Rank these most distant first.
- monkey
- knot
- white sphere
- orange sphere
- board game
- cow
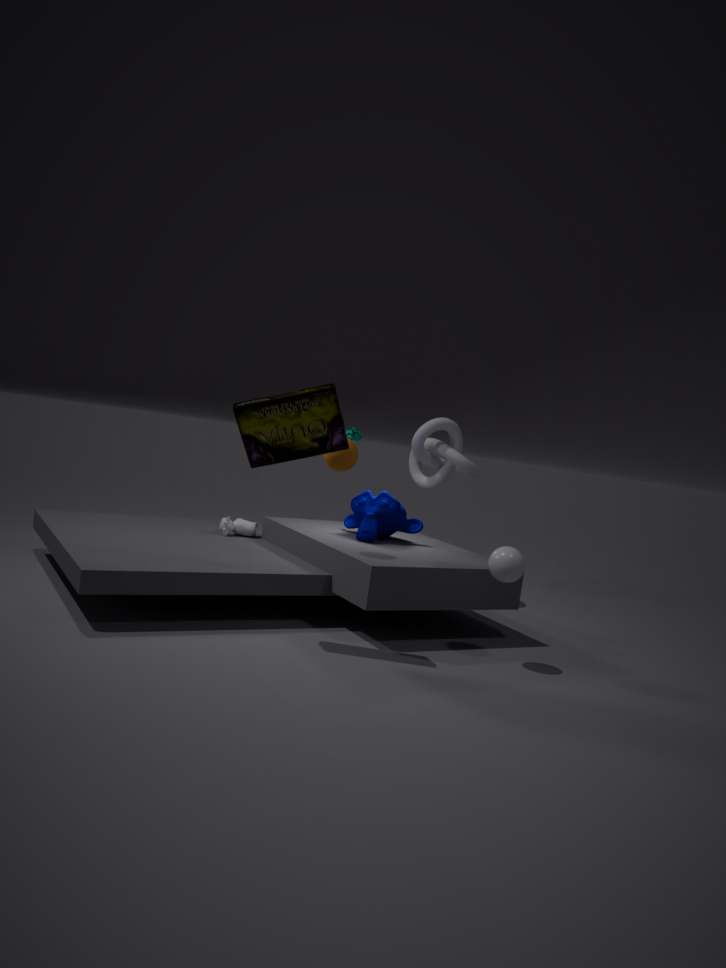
knot < cow < monkey < orange sphere < white sphere < board game
